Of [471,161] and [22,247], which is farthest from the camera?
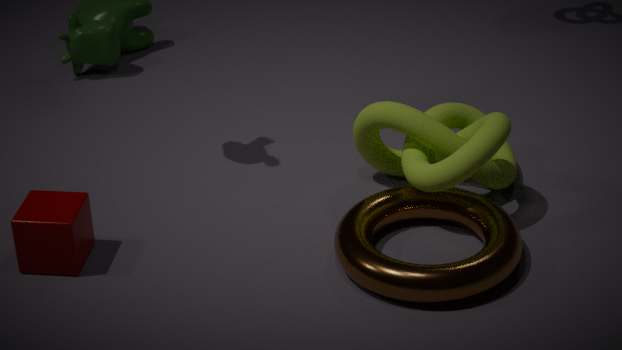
[471,161]
